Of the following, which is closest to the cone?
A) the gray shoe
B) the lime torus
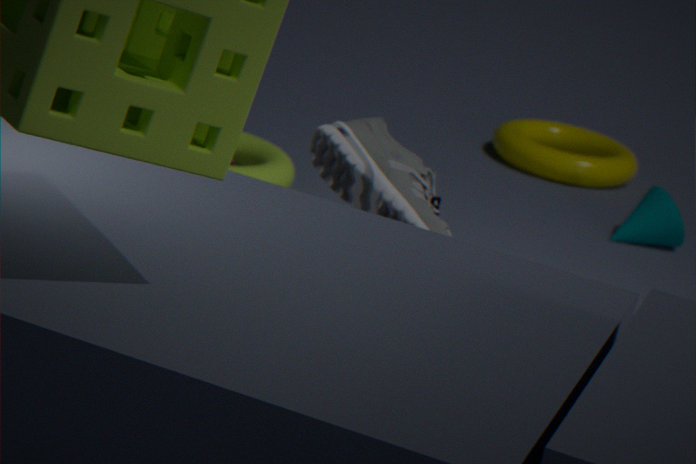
the lime torus
